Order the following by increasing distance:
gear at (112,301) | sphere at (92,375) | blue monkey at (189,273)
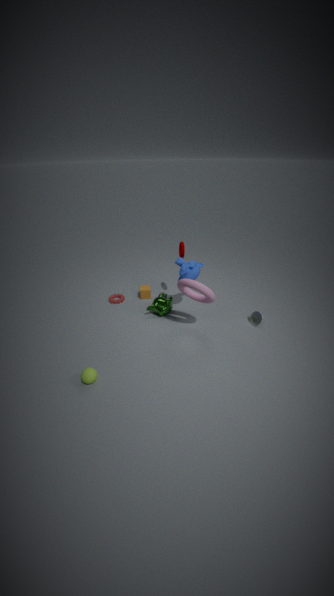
sphere at (92,375)
blue monkey at (189,273)
gear at (112,301)
